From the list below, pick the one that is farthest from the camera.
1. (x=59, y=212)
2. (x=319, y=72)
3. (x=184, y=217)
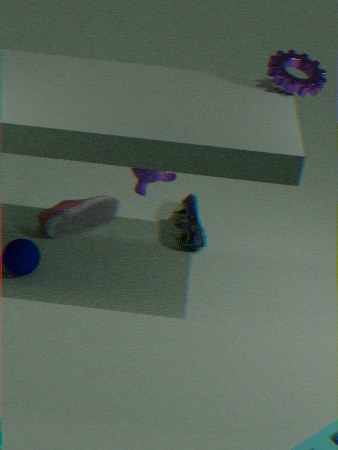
(x=184, y=217)
